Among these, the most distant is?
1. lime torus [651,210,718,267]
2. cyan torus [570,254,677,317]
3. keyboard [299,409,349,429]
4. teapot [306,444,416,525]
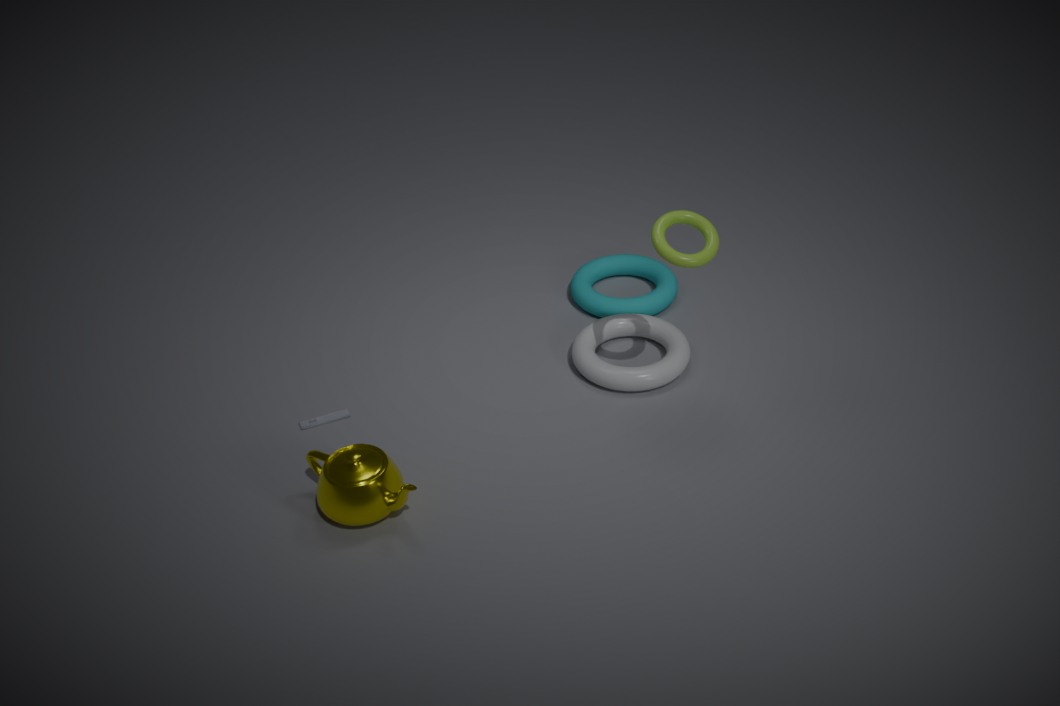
cyan torus [570,254,677,317]
